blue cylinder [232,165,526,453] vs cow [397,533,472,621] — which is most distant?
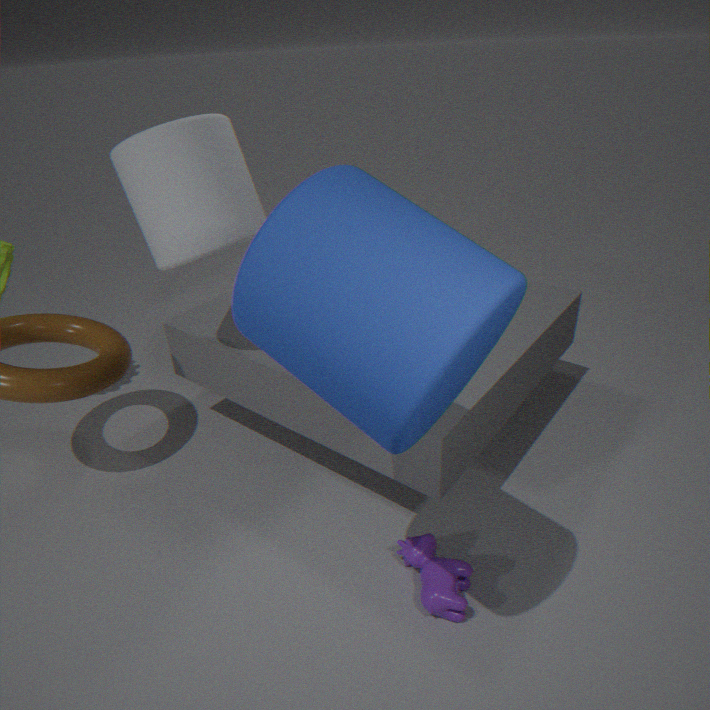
cow [397,533,472,621]
